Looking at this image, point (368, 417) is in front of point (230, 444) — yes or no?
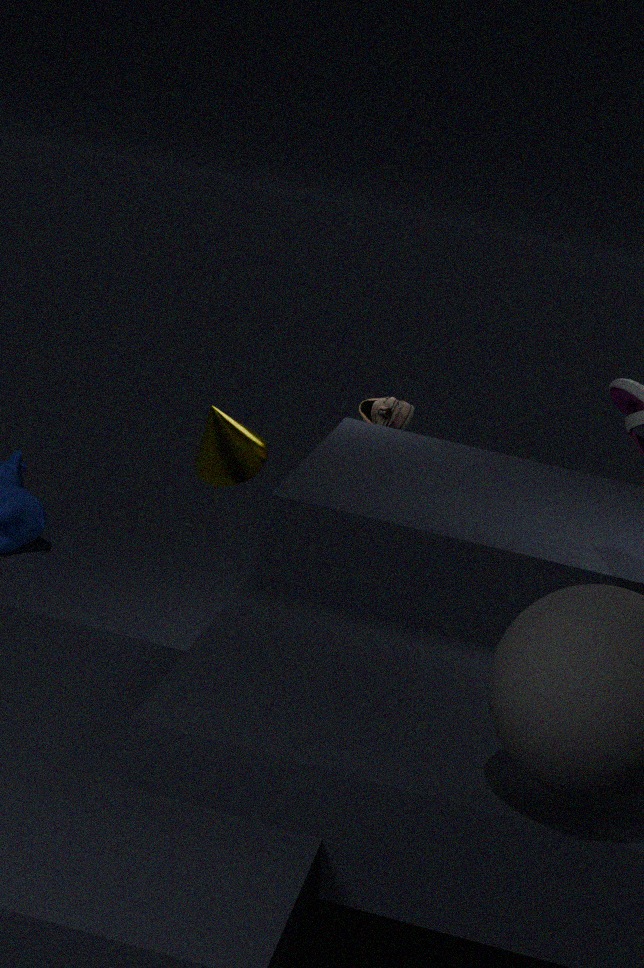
No
